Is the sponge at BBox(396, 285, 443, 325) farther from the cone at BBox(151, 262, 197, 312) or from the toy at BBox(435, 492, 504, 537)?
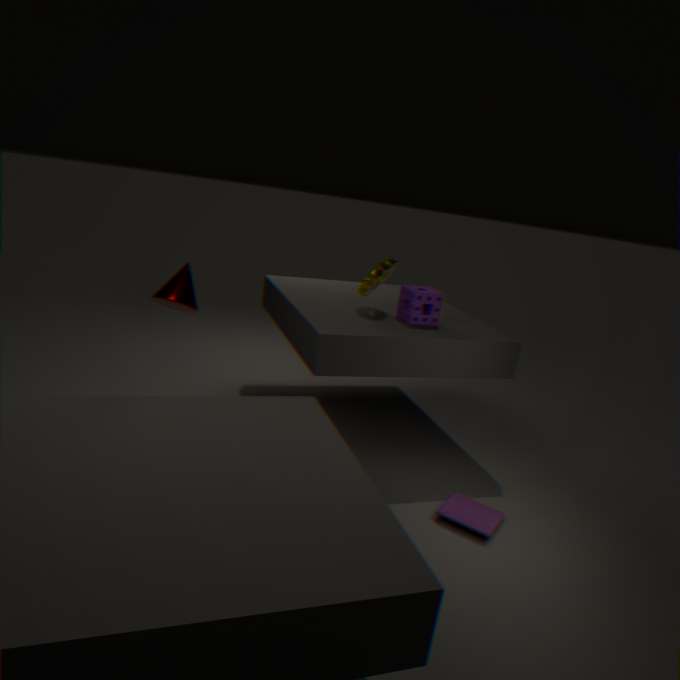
the cone at BBox(151, 262, 197, 312)
